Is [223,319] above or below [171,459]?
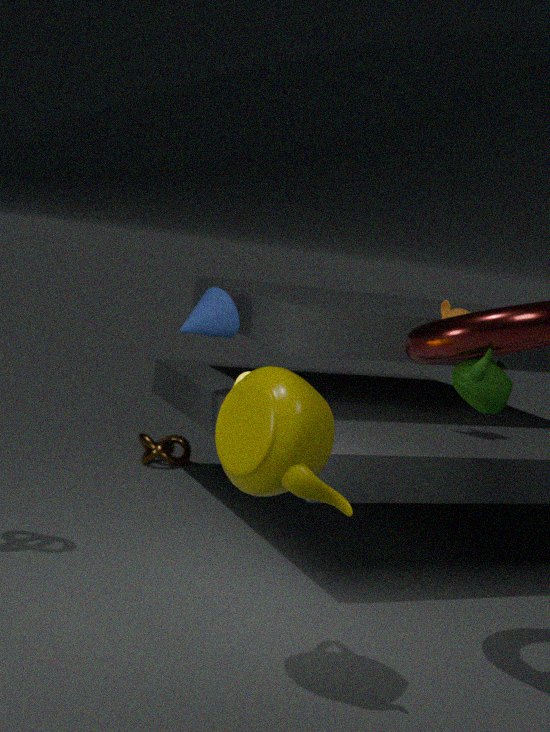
above
